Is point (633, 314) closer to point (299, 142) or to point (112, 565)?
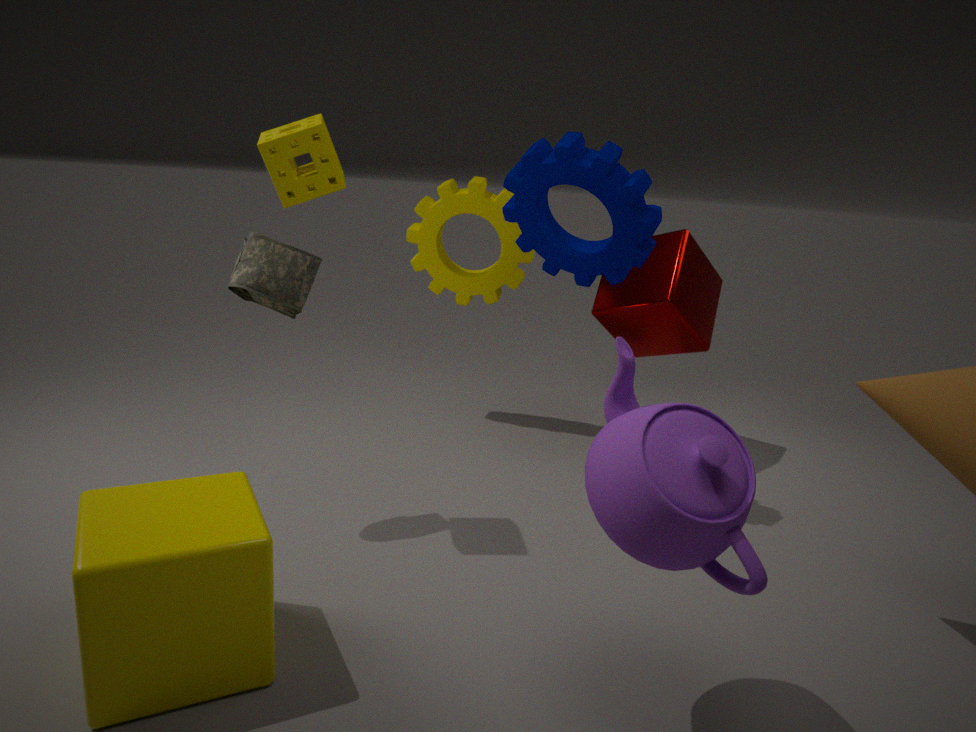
point (299, 142)
